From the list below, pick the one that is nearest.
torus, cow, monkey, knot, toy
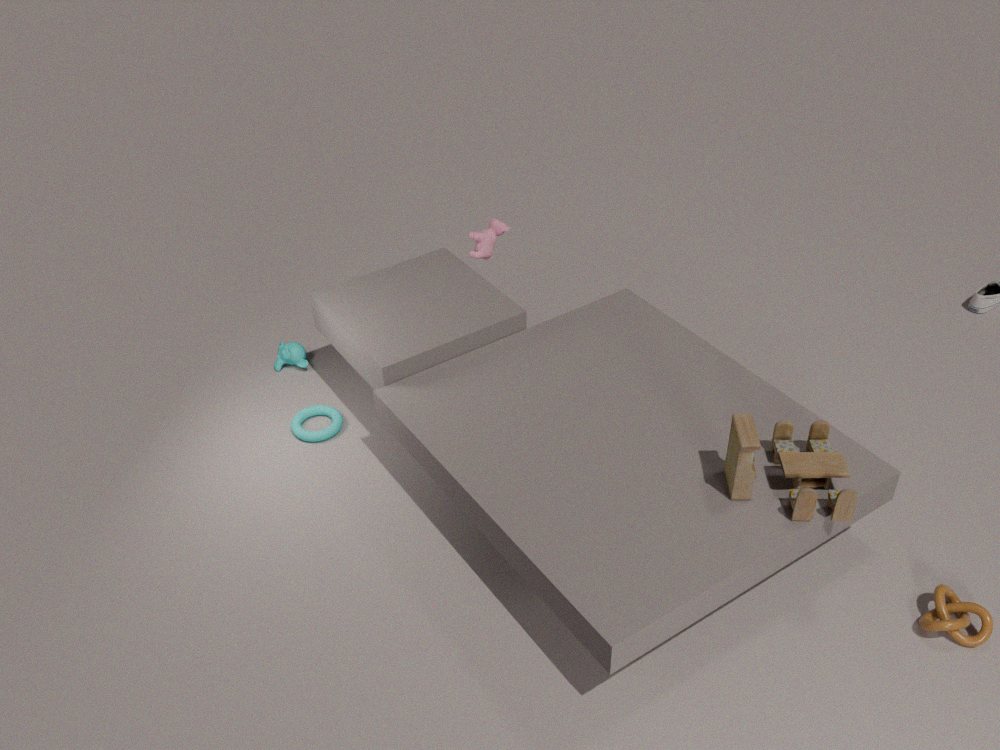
toy
